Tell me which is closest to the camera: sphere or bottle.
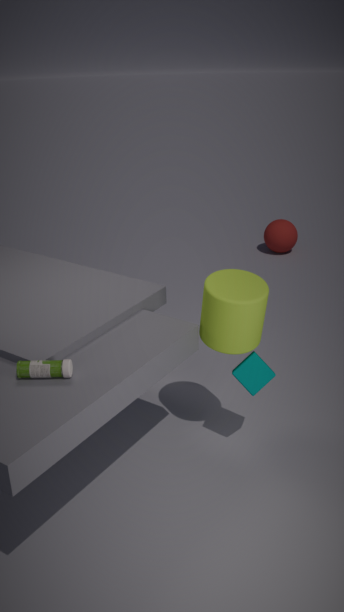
bottle
